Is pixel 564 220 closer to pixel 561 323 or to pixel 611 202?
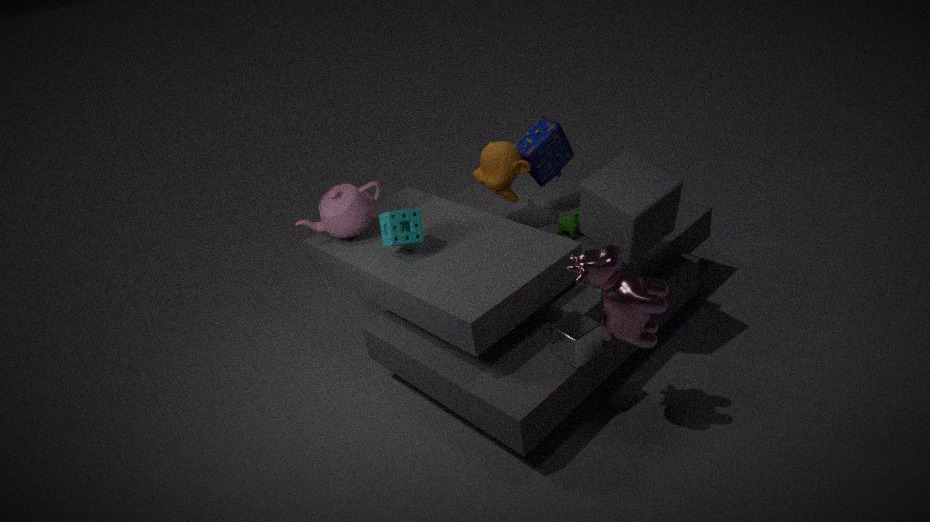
pixel 611 202
